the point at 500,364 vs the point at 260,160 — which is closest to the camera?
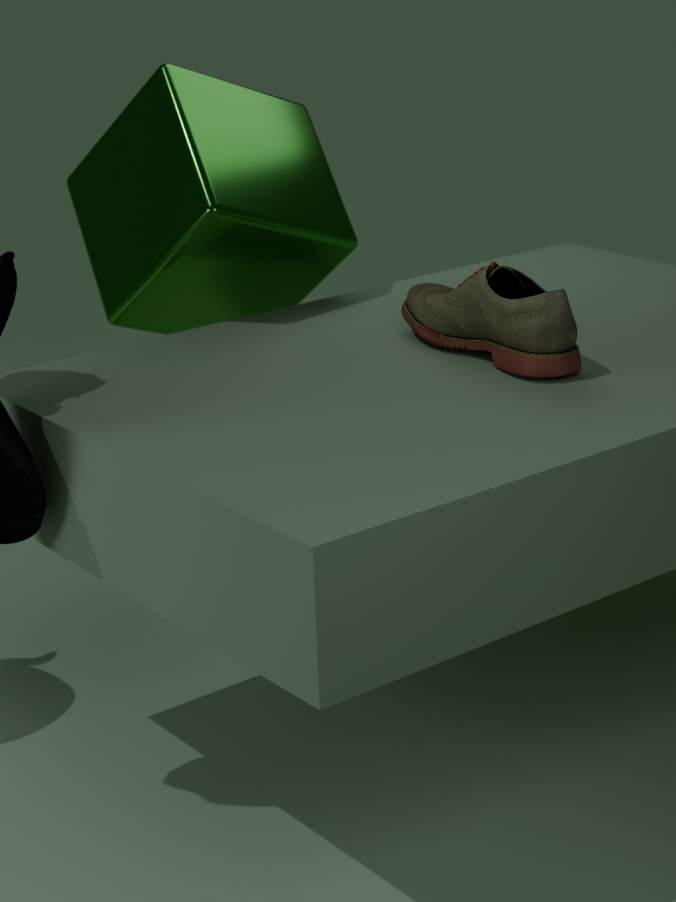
the point at 500,364
